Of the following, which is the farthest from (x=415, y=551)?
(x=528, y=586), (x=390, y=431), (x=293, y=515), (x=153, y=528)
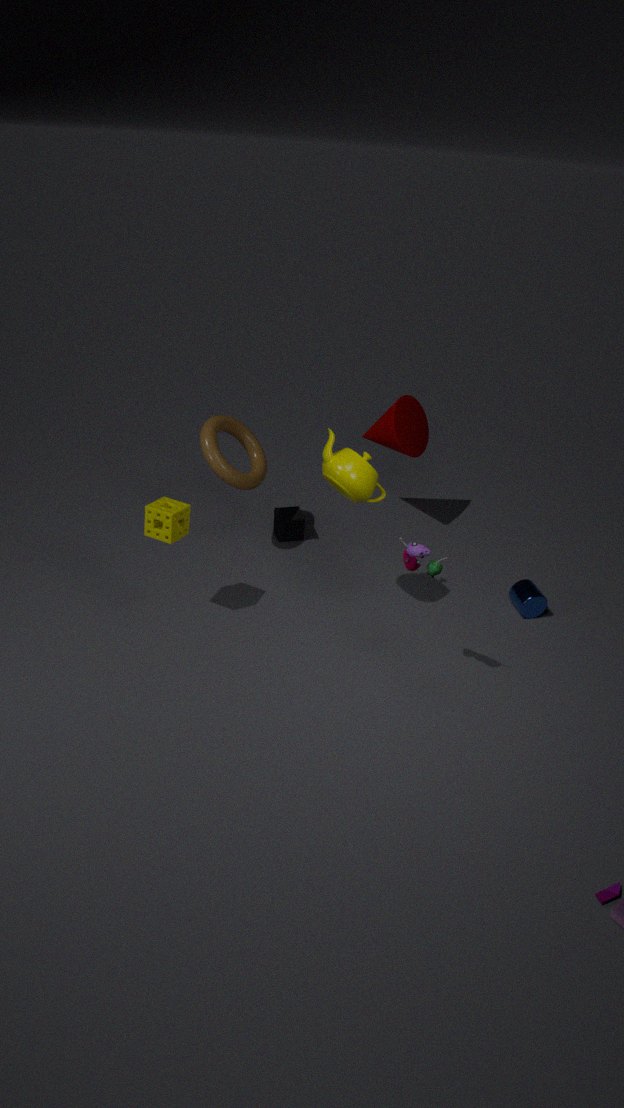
(x=390, y=431)
